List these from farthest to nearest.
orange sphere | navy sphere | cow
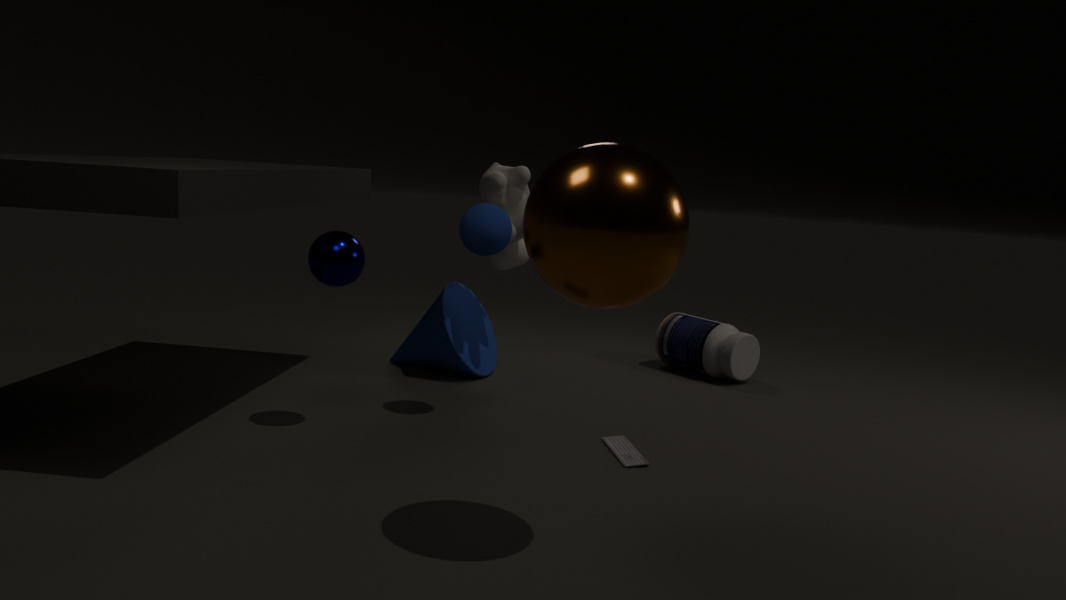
1. cow
2. navy sphere
3. orange sphere
